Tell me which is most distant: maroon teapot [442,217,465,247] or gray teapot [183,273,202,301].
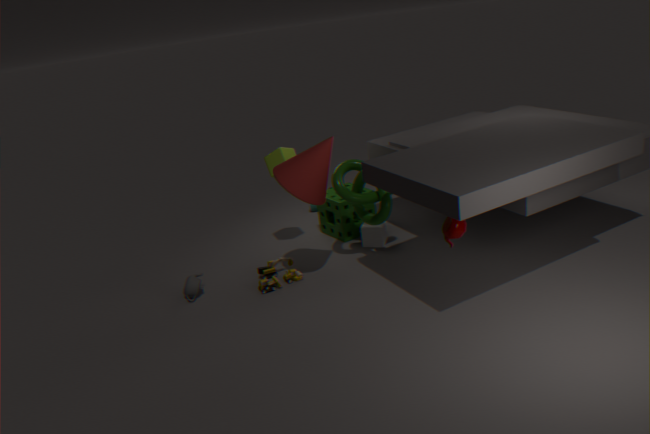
gray teapot [183,273,202,301]
